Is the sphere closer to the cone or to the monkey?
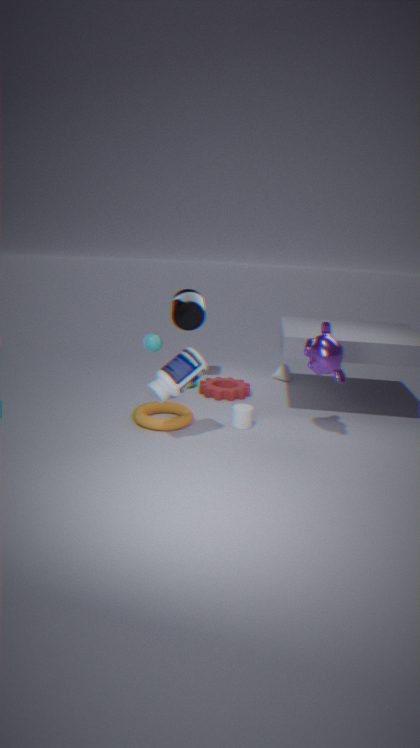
the monkey
